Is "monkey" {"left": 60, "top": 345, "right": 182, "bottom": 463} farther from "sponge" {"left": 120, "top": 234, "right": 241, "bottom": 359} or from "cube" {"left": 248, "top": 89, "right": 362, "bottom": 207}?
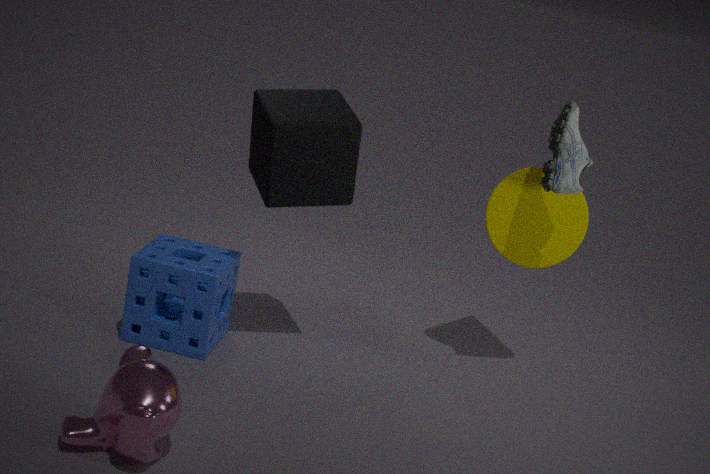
"cube" {"left": 248, "top": 89, "right": 362, "bottom": 207}
